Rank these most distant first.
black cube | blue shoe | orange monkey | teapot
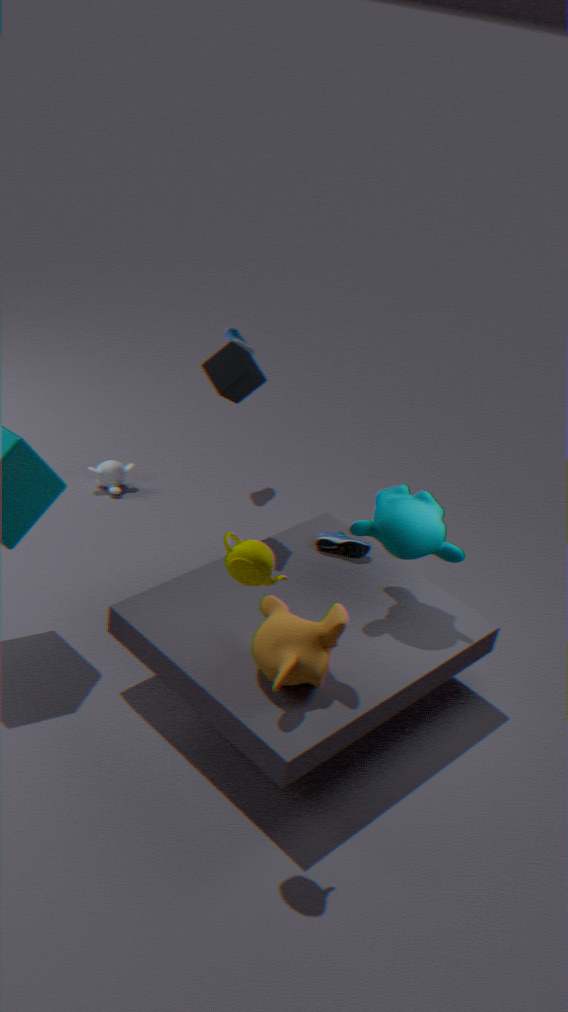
blue shoe, black cube, orange monkey, teapot
